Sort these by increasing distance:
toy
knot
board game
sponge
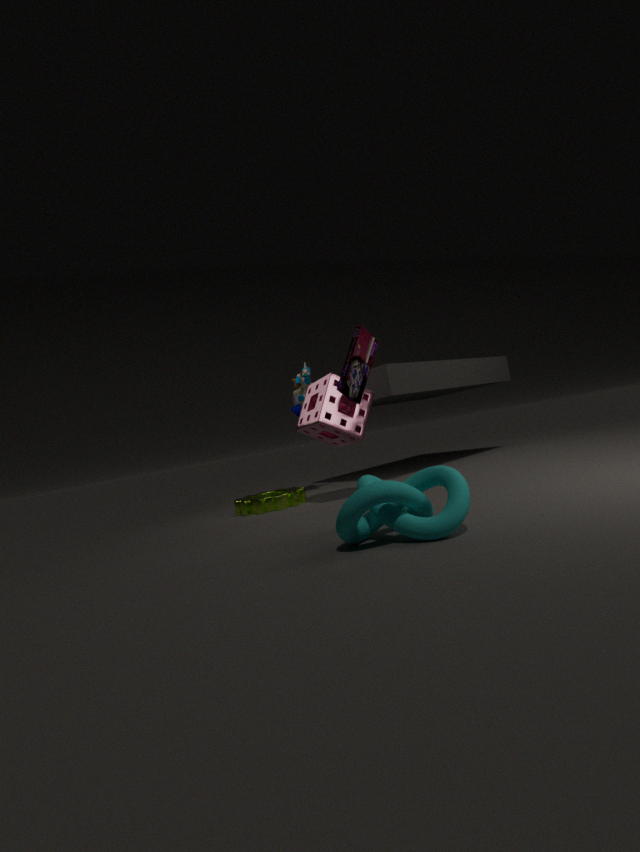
knot
board game
sponge
toy
